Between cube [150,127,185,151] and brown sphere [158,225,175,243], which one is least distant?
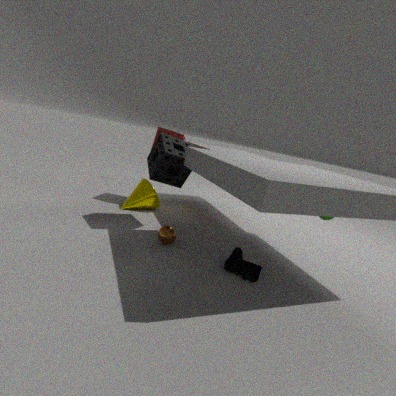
brown sphere [158,225,175,243]
